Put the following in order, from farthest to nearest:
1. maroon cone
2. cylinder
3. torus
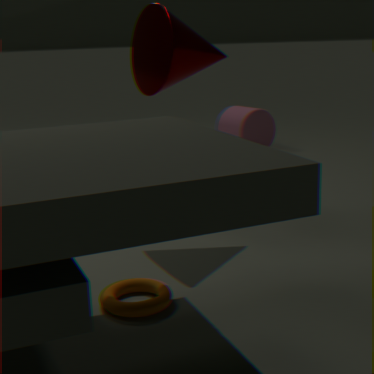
1. cylinder
2. maroon cone
3. torus
